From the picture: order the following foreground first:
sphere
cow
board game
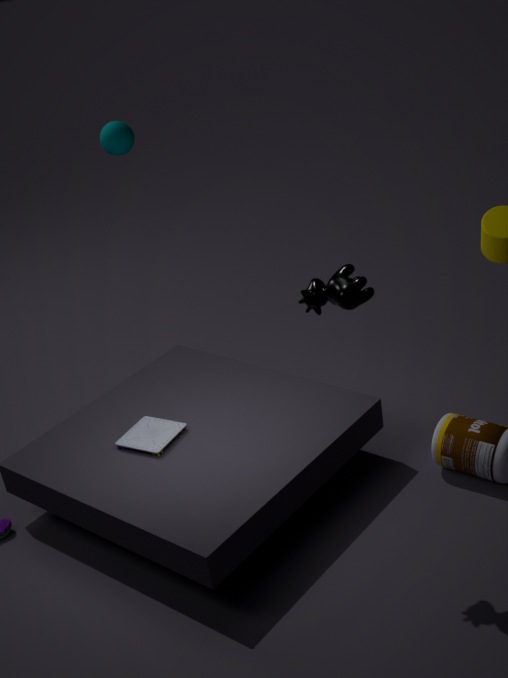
cow
board game
sphere
